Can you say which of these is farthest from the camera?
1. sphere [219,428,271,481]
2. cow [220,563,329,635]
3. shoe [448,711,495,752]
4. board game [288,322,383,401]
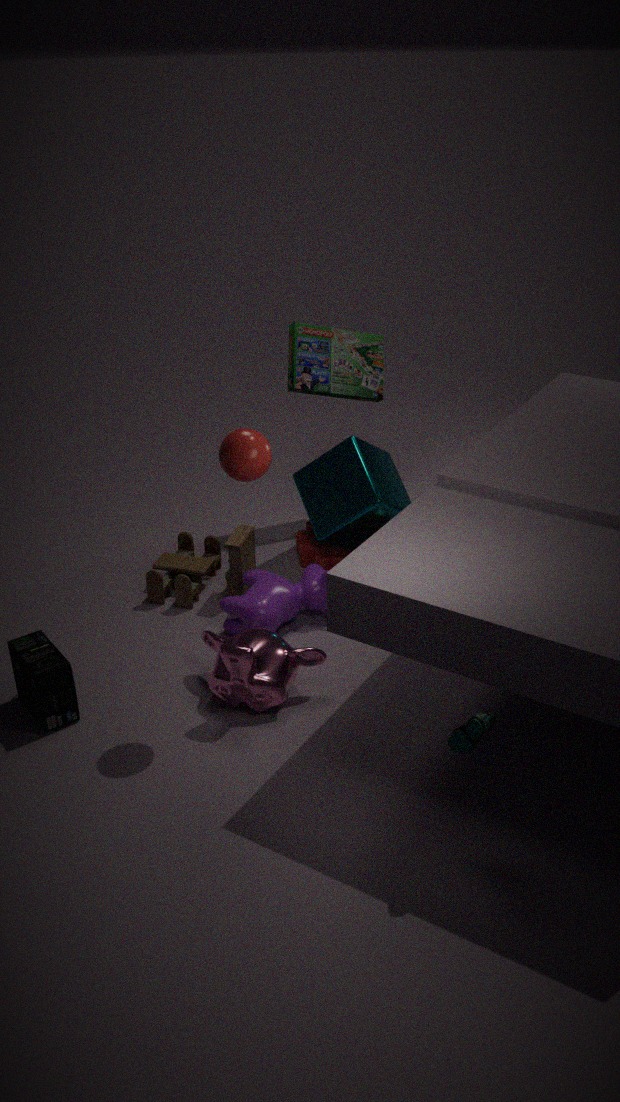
board game [288,322,383,401]
